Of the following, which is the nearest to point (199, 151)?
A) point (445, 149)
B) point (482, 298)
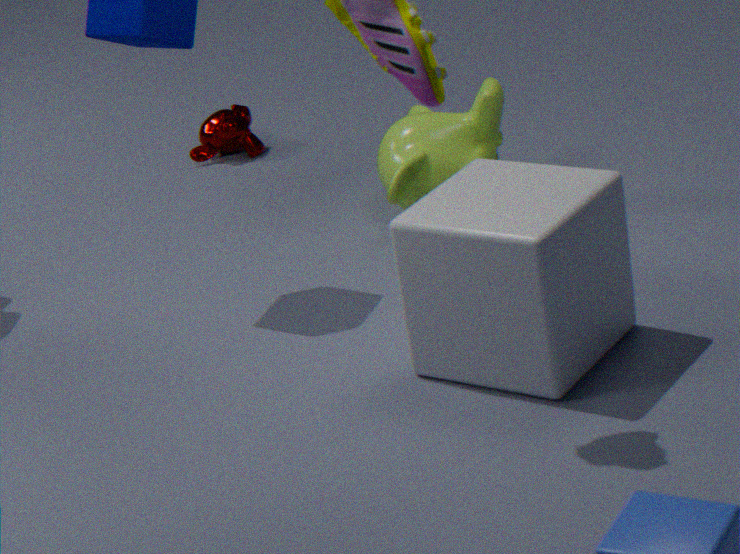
point (445, 149)
